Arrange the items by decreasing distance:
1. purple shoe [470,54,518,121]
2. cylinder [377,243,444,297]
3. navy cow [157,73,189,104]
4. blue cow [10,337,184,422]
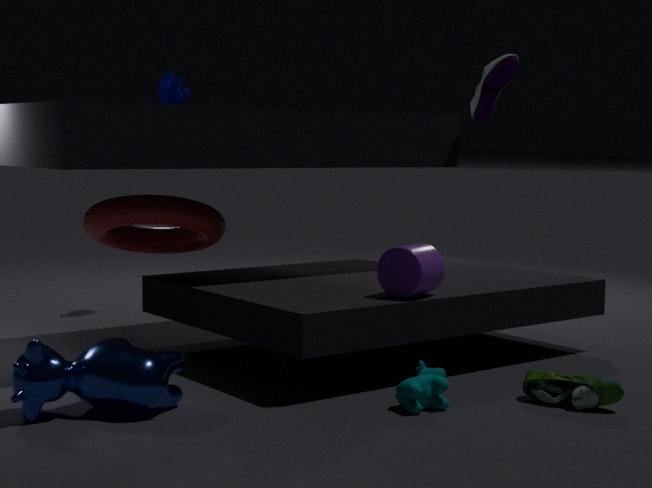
navy cow [157,73,189,104] → purple shoe [470,54,518,121] → cylinder [377,243,444,297] → blue cow [10,337,184,422]
